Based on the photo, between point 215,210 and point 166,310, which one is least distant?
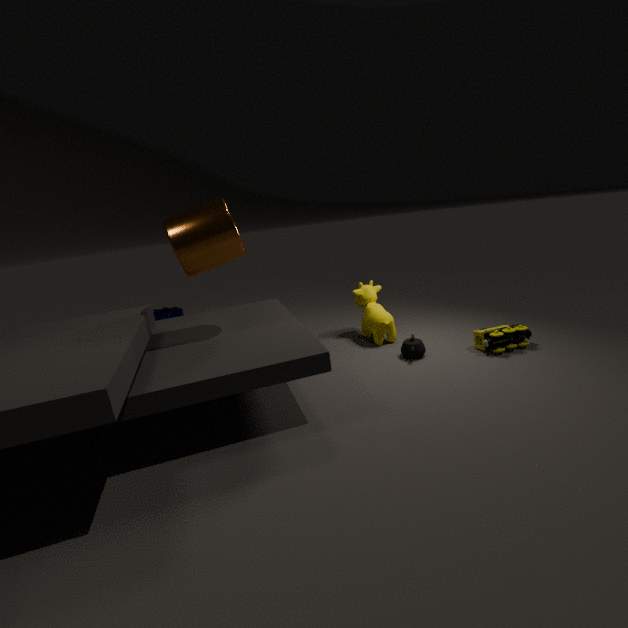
point 215,210
